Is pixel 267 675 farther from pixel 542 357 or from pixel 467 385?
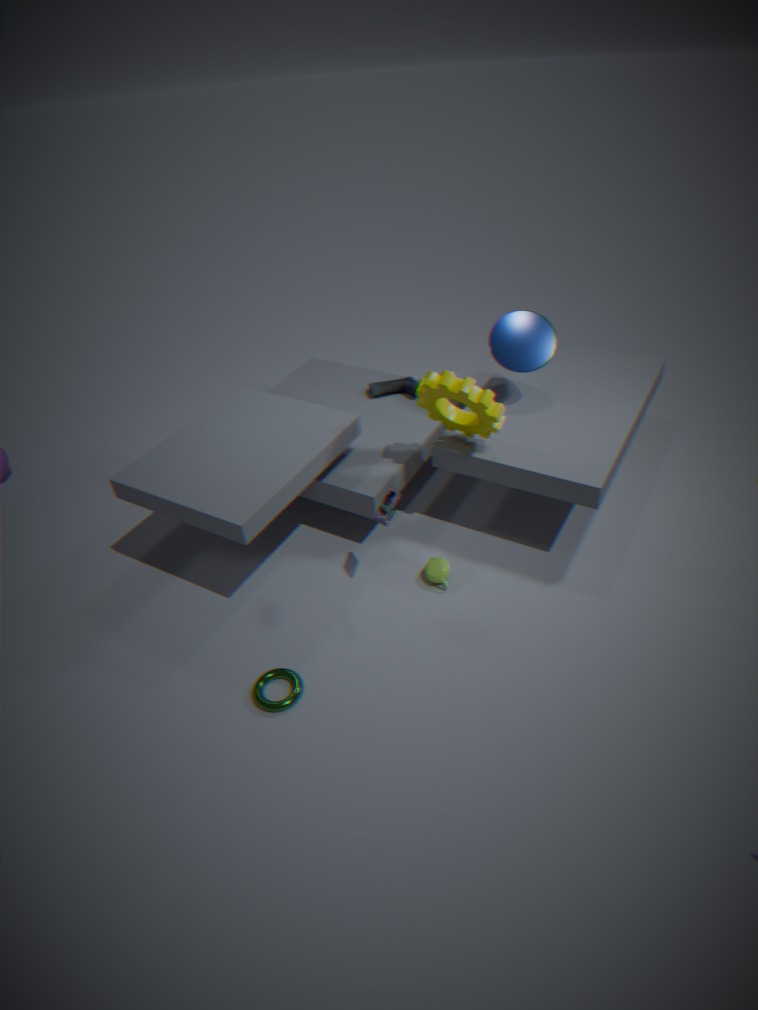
pixel 542 357
